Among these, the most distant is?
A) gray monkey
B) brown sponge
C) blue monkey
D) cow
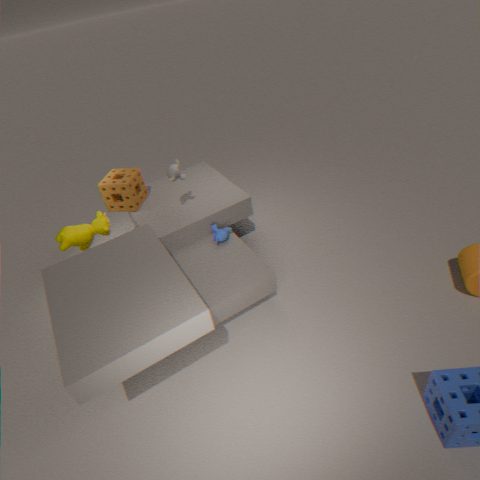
brown sponge
